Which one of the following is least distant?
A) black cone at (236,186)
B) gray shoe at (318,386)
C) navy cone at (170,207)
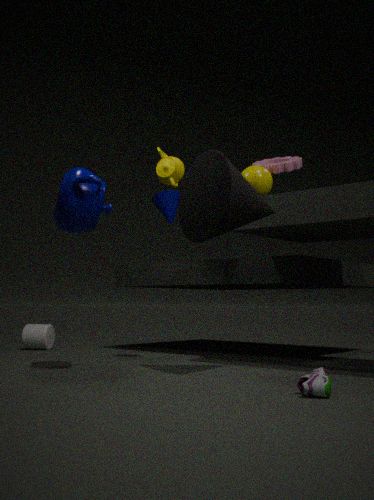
gray shoe at (318,386)
